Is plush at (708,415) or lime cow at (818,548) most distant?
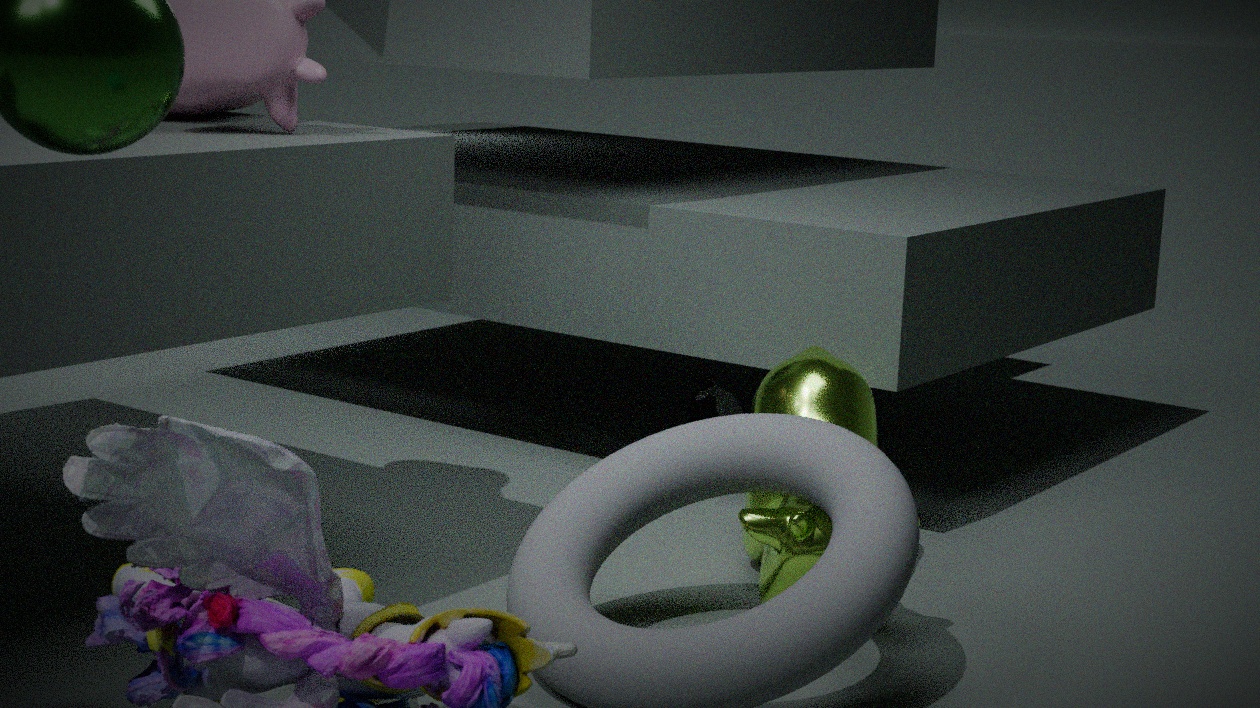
plush at (708,415)
